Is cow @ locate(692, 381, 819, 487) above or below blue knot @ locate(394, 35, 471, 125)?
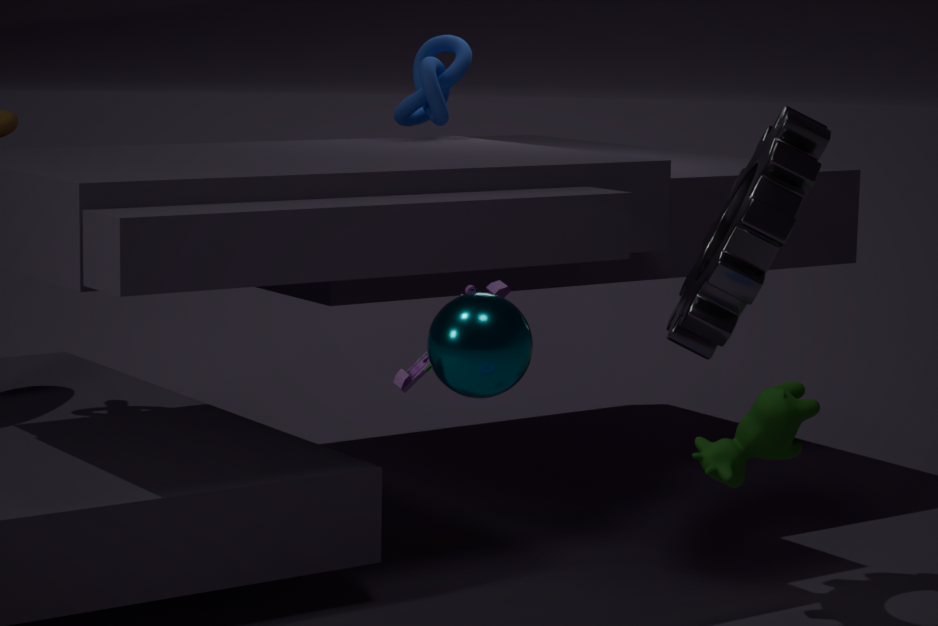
below
